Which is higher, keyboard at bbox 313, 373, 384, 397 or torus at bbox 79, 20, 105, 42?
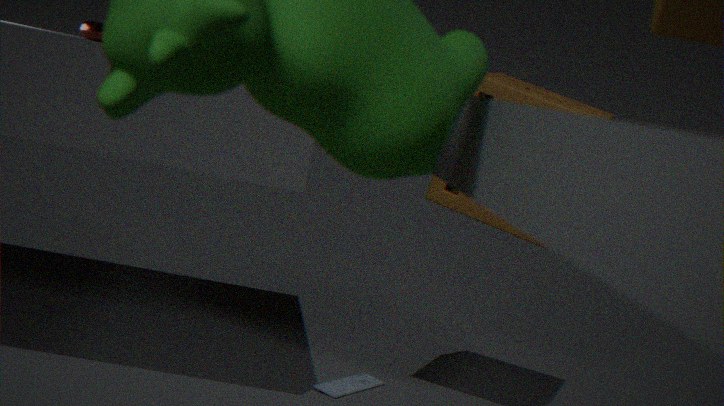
torus at bbox 79, 20, 105, 42
